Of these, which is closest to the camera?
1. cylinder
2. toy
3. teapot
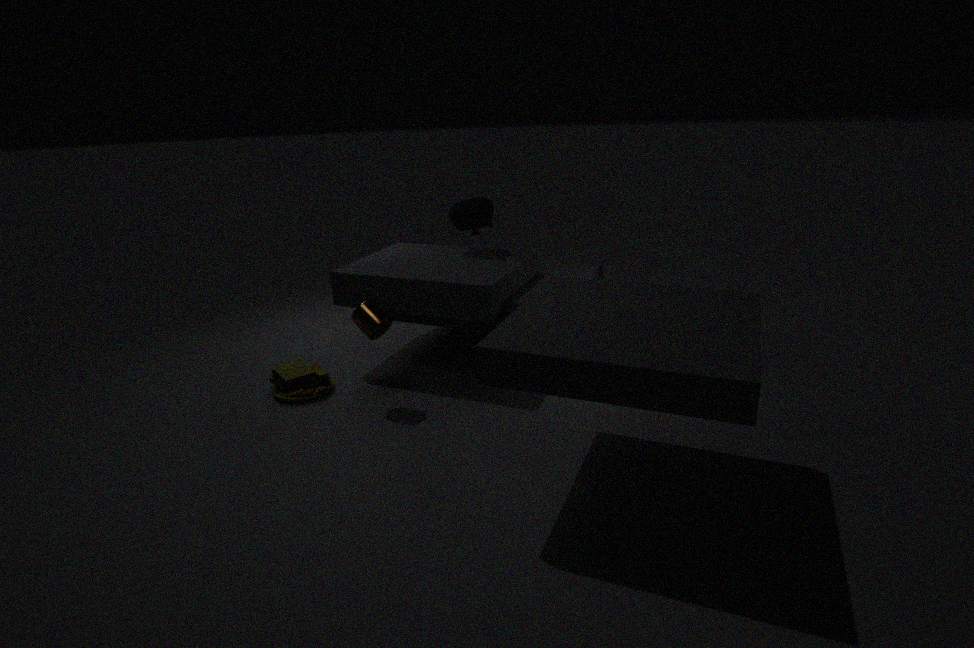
cylinder
